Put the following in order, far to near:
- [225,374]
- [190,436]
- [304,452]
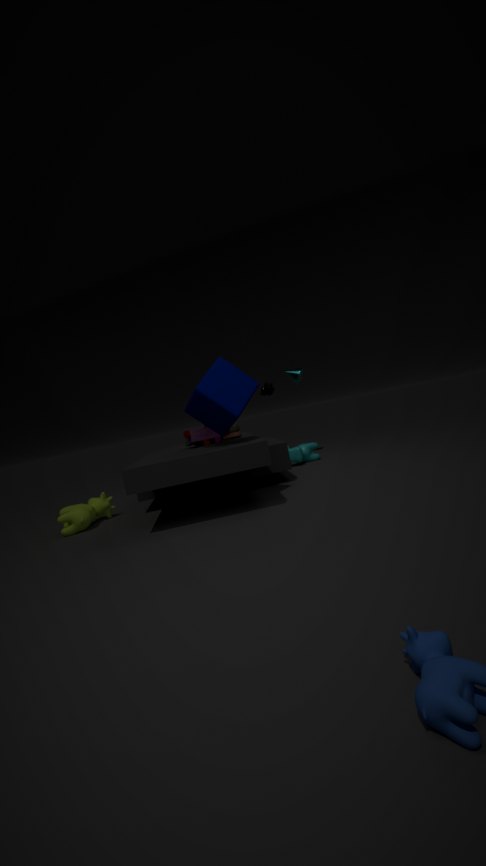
[304,452] → [190,436] → [225,374]
